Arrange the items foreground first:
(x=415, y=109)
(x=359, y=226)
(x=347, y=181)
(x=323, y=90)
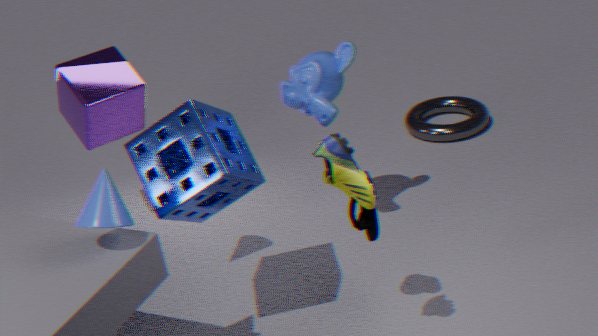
(x=347, y=181)
(x=359, y=226)
(x=323, y=90)
(x=415, y=109)
